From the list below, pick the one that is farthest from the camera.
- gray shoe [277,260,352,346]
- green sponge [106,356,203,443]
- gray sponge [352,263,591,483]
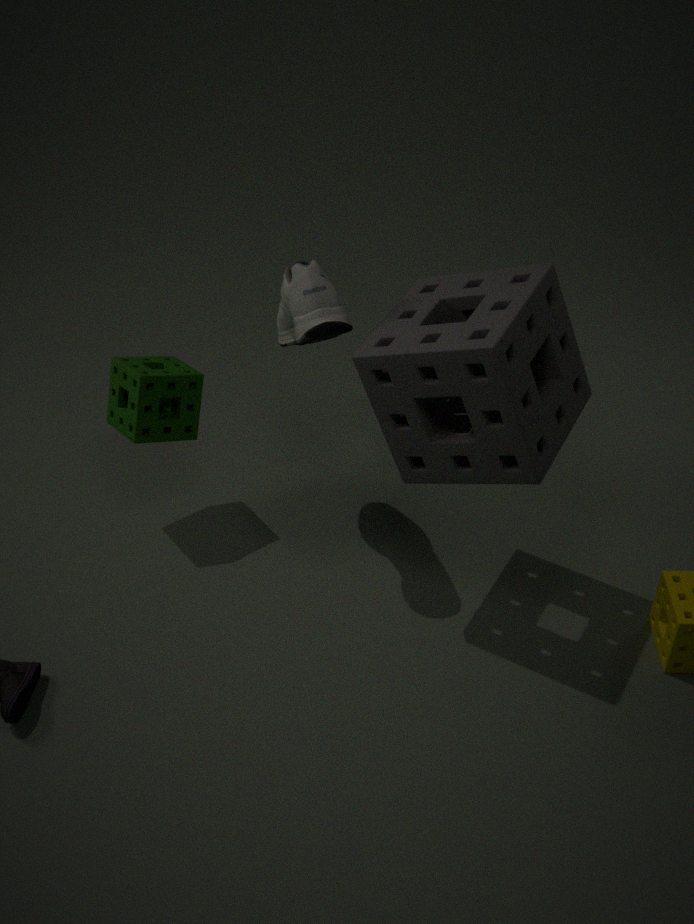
green sponge [106,356,203,443]
